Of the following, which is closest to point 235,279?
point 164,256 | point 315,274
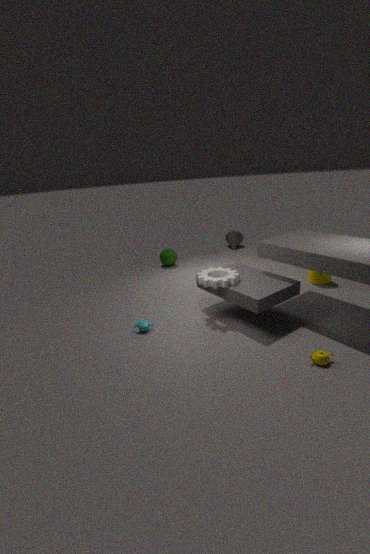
point 315,274
